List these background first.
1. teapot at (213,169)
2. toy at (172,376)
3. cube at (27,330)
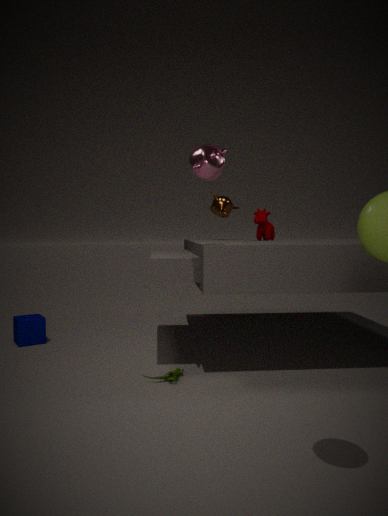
cube at (27,330), toy at (172,376), teapot at (213,169)
